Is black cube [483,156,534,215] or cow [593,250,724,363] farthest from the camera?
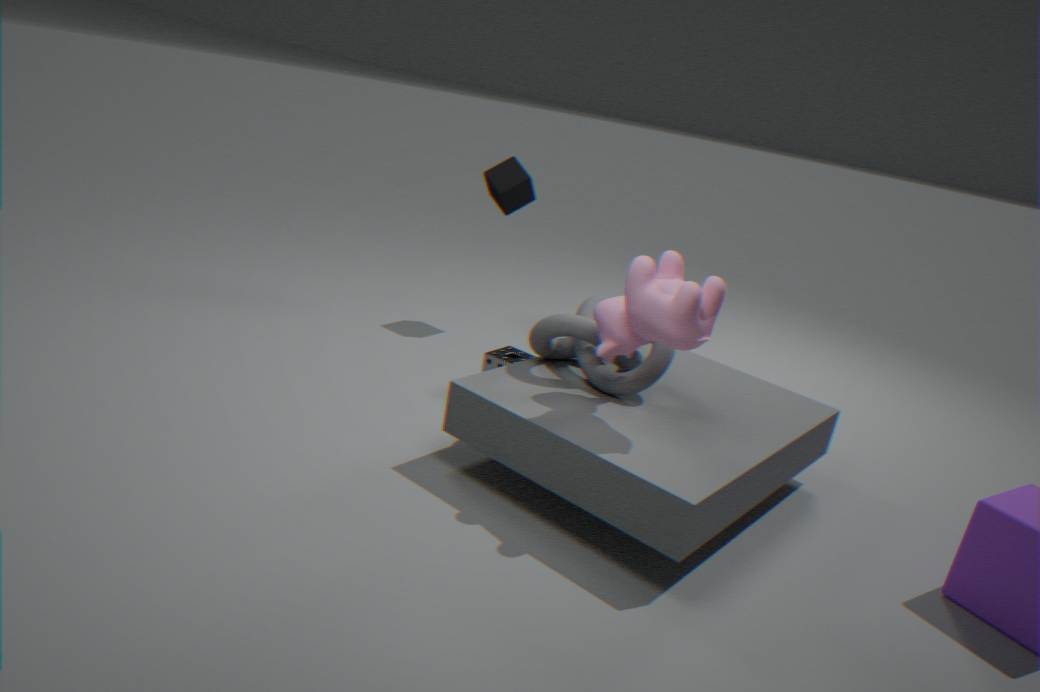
black cube [483,156,534,215]
